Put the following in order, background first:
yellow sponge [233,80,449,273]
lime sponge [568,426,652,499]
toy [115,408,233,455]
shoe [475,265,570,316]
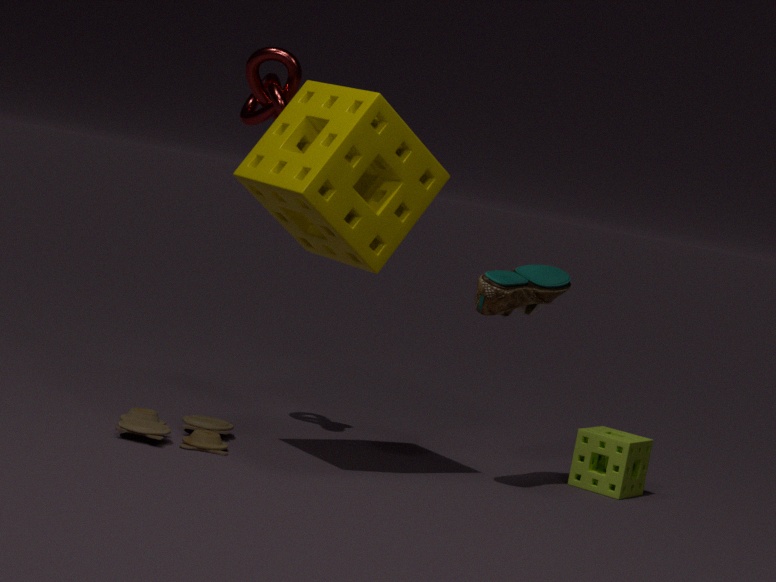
1. lime sponge [568,426,652,499]
2. shoe [475,265,570,316]
3. toy [115,408,233,455]
4. yellow sponge [233,80,449,273]
